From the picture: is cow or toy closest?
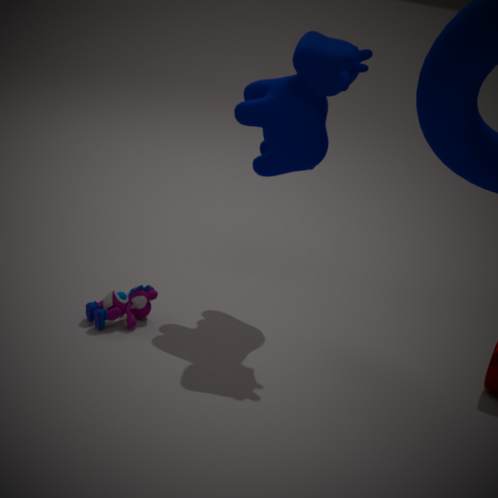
cow
